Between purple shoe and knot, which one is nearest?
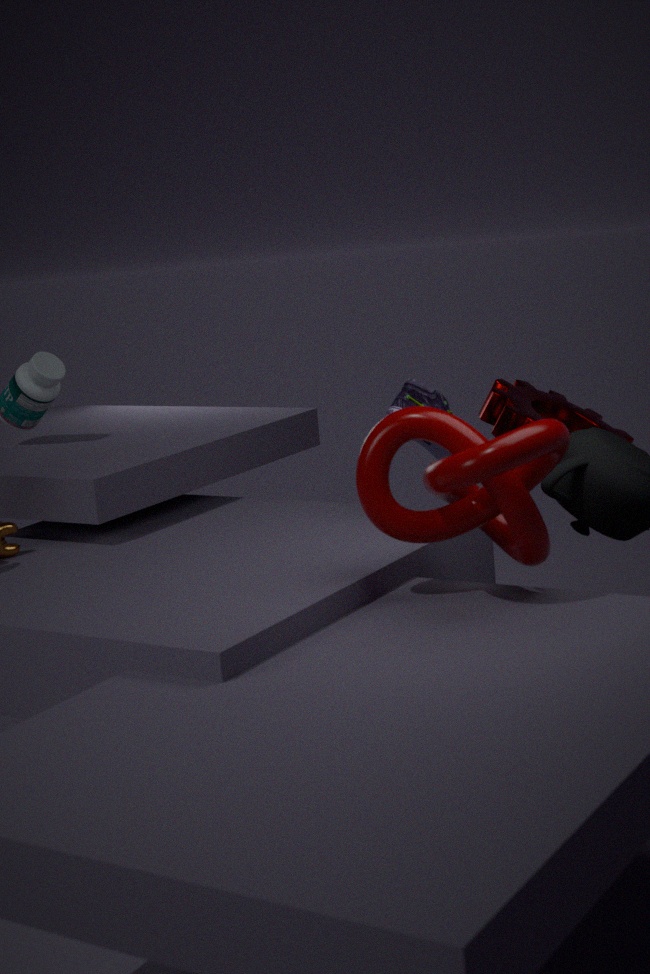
knot
